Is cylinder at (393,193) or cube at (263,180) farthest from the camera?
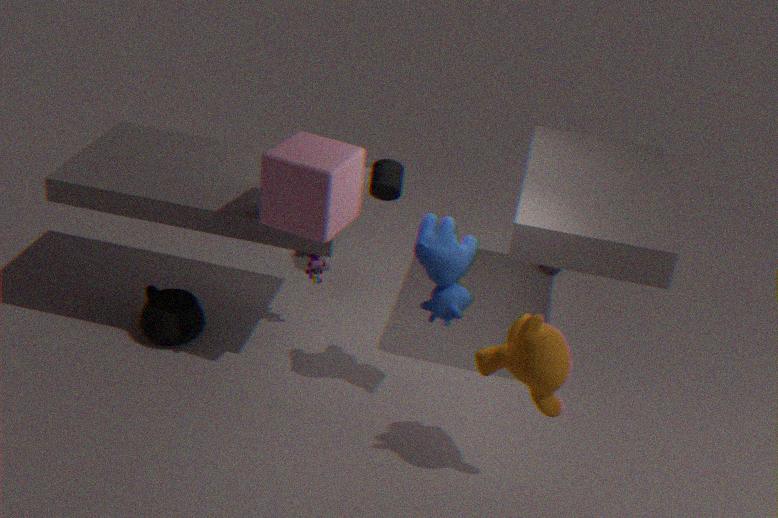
cylinder at (393,193)
